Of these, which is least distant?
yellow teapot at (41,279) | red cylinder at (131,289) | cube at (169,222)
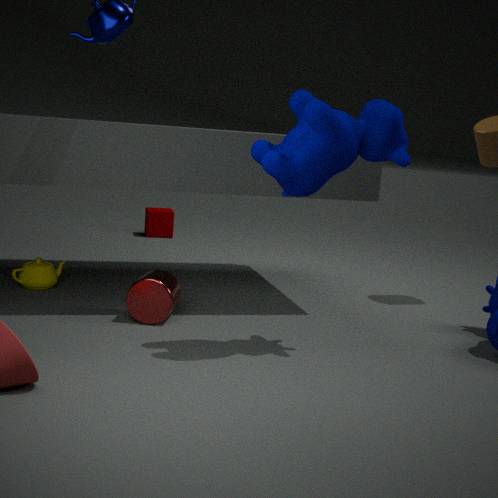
red cylinder at (131,289)
